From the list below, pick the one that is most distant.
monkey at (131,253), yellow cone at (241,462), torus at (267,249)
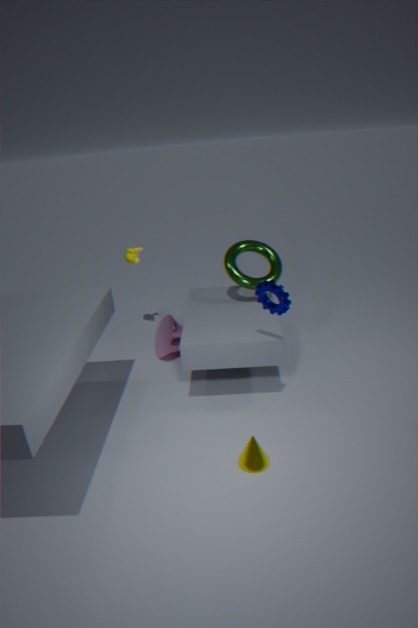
monkey at (131,253)
